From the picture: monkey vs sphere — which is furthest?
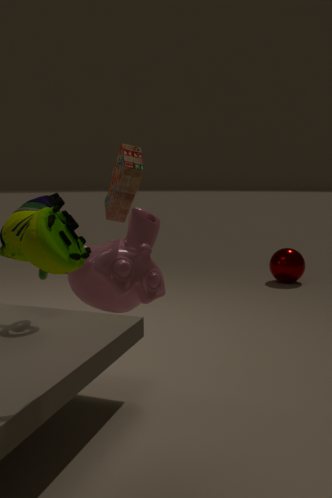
sphere
